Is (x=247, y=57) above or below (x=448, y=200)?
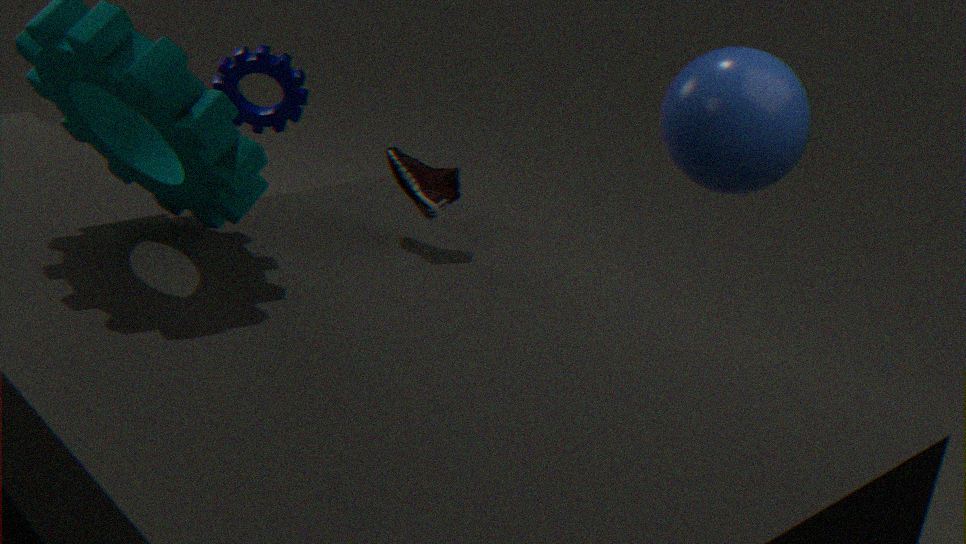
below
